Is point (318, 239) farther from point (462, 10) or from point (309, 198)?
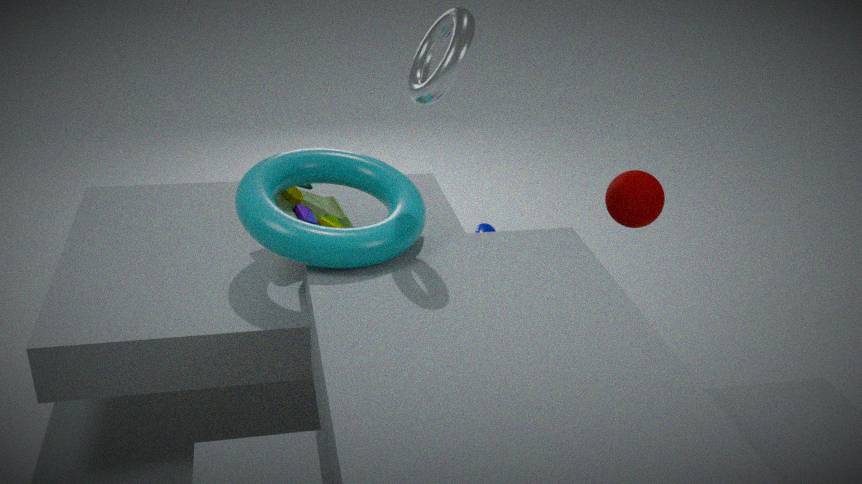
point (462, 10)
